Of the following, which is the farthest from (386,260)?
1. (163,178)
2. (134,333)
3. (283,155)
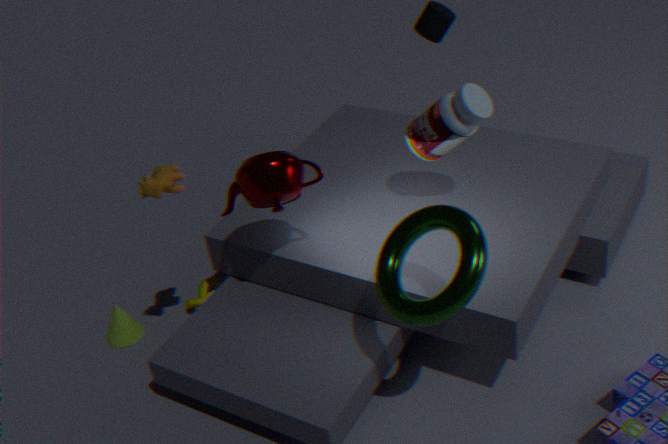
(134,333)
